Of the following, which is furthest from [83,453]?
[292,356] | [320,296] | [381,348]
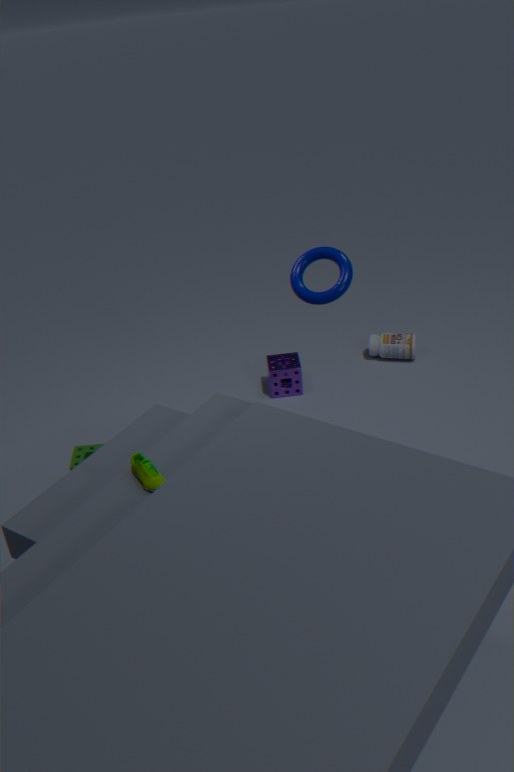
[381,348]
